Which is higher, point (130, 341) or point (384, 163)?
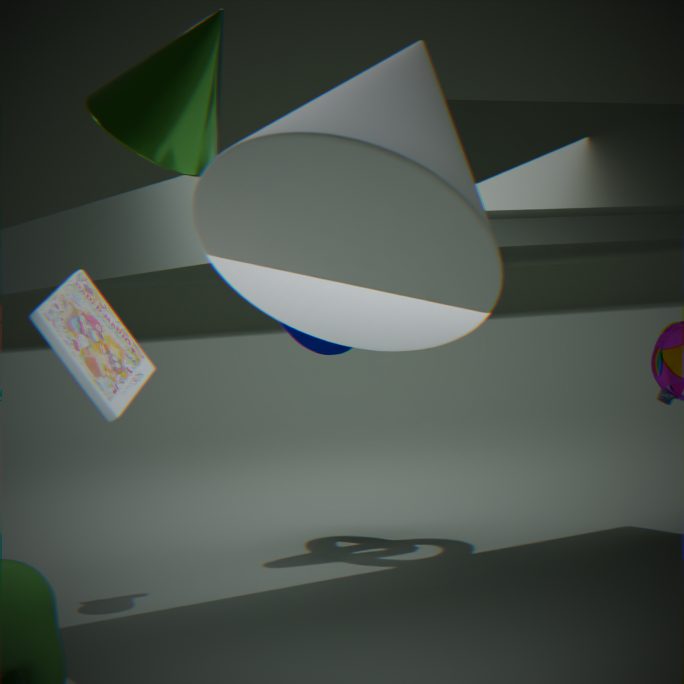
point (384, 163)
